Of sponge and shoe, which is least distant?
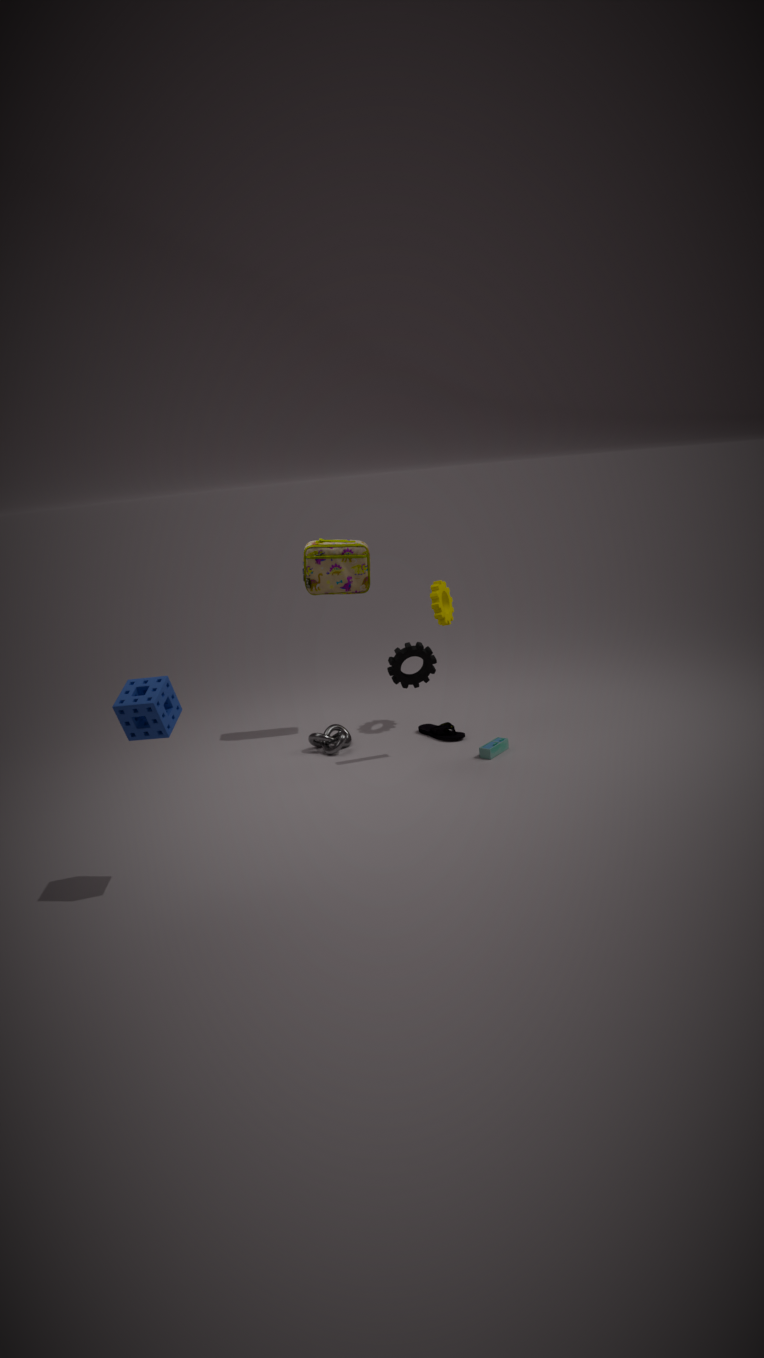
sponge
